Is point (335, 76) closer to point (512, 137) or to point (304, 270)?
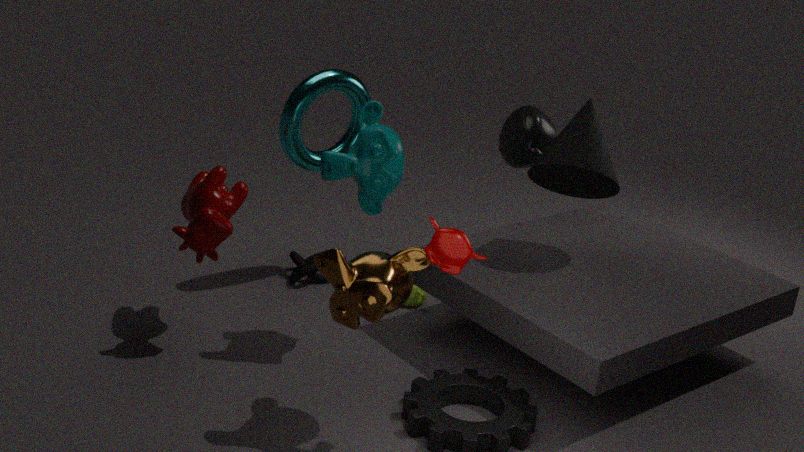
point (304, 270)
